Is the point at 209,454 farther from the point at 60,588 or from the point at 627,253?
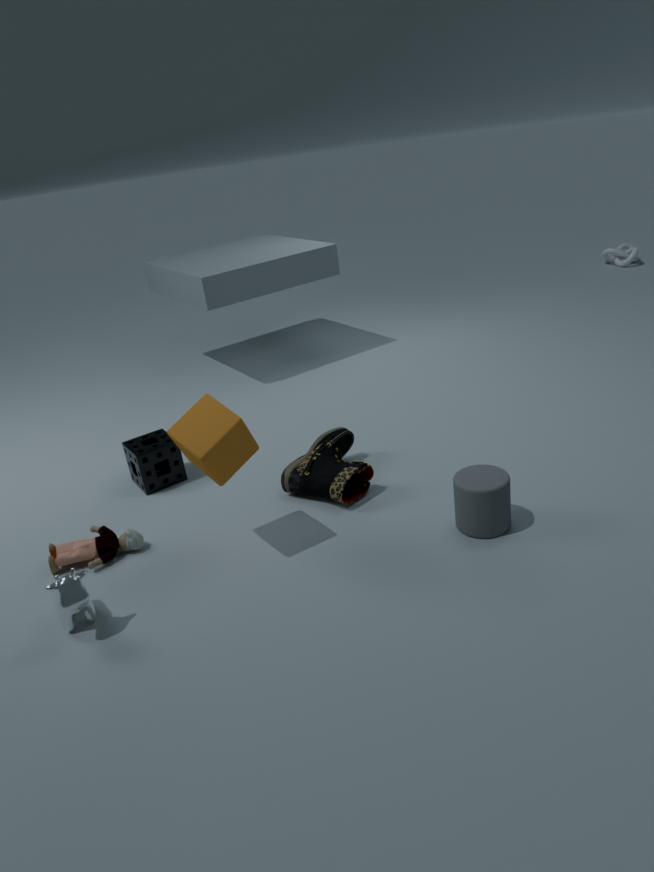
the point at 627,253
